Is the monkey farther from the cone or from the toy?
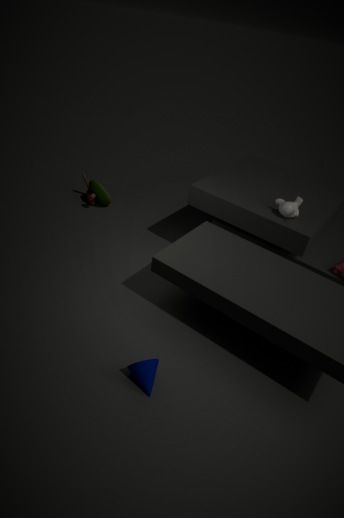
the toy
